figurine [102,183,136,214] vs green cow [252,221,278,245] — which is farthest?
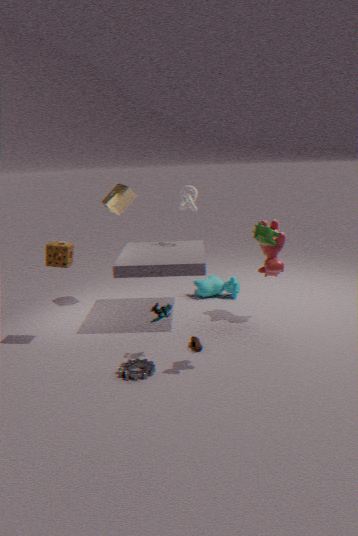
figurine [102,183,136,214]
